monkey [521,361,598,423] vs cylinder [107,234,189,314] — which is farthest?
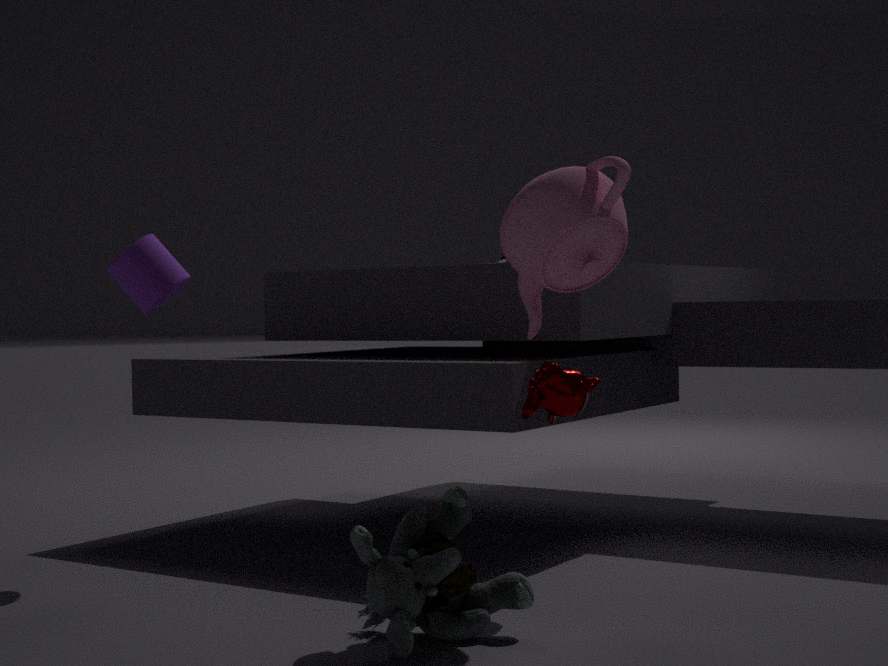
cylinder [107,234,189,314]
